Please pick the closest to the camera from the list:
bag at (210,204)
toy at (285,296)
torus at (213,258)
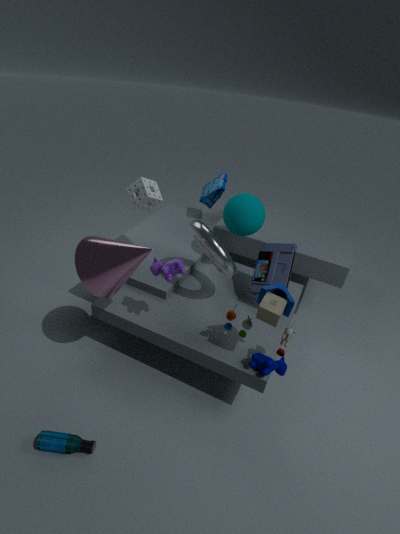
toy at (285,296)
